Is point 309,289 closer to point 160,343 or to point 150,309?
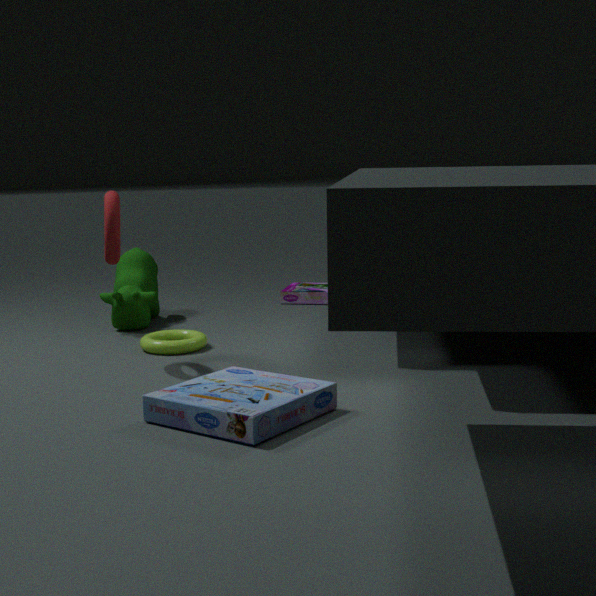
point 150,309
